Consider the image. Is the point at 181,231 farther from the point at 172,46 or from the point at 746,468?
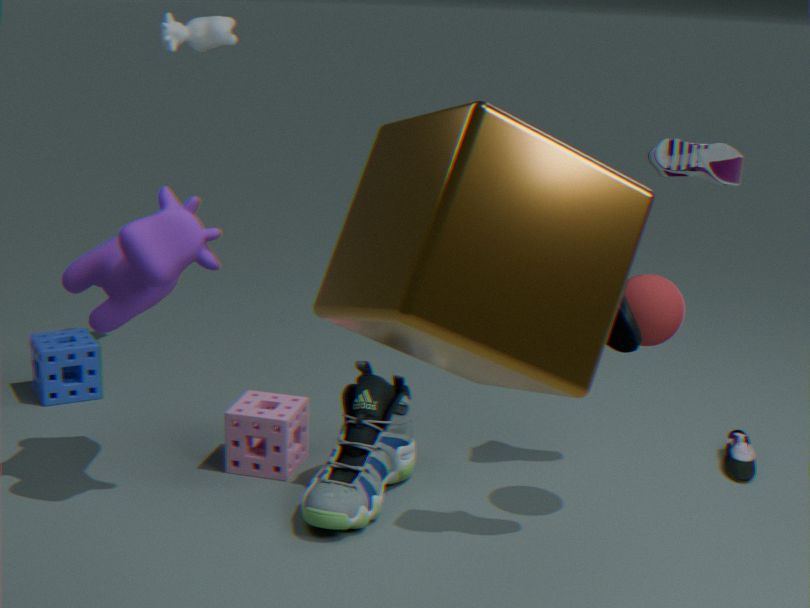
the point at 746,468
